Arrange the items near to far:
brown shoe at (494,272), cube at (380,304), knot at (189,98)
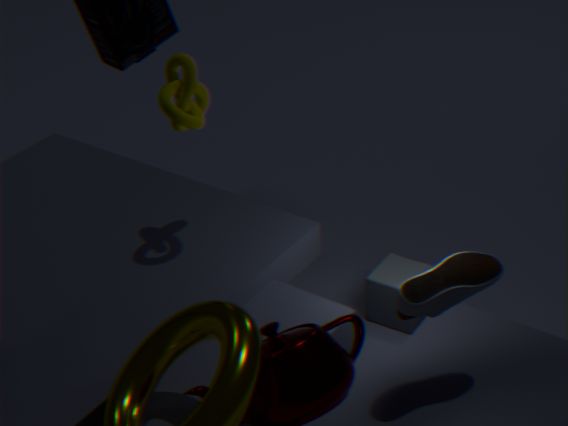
1. brown shoe at (494,272)
2. knot at (189,98)
3. cube at (380,304)
